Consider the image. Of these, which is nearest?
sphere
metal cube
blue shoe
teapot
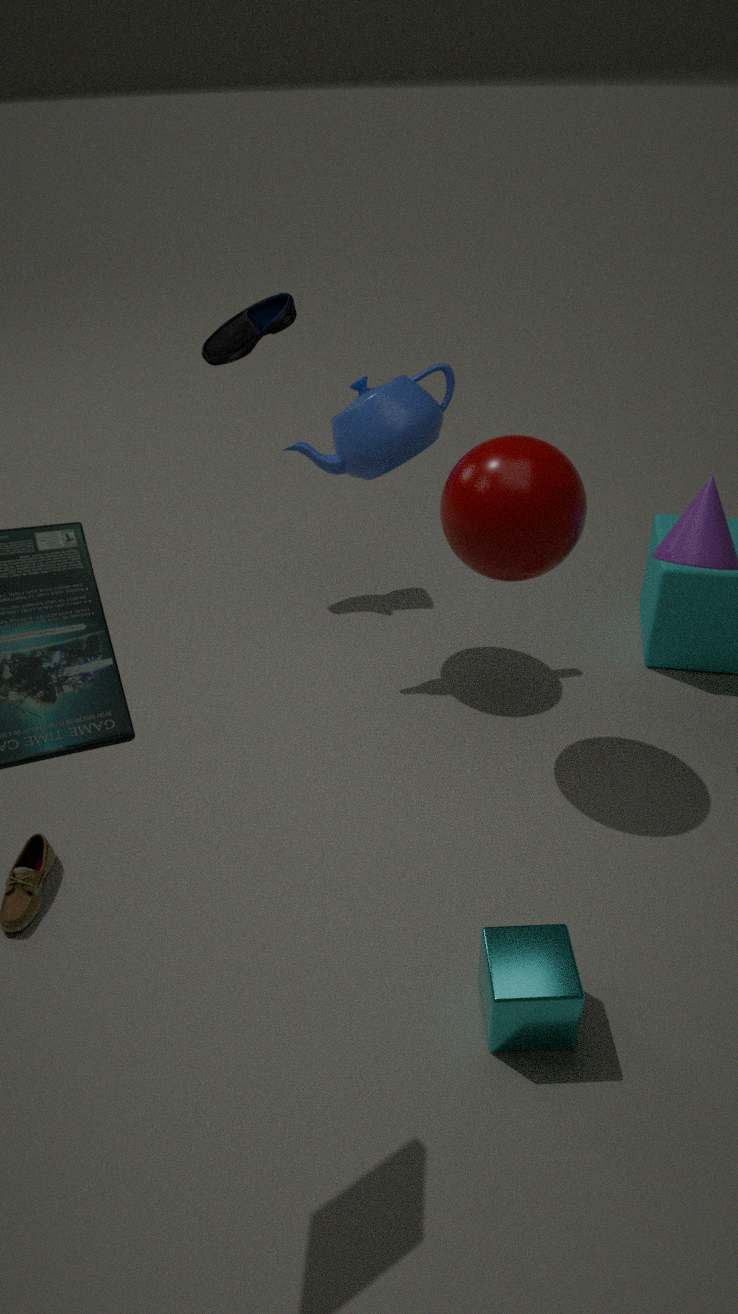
metal cube
